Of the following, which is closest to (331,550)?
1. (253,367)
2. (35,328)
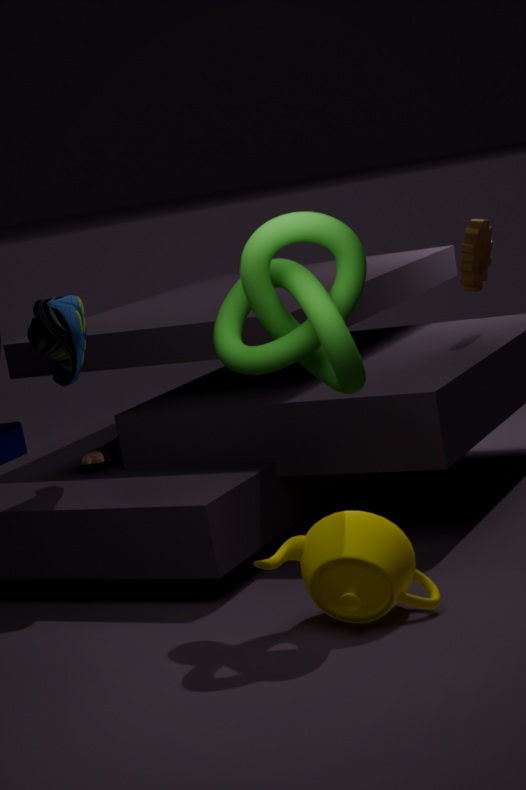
(253,367)
